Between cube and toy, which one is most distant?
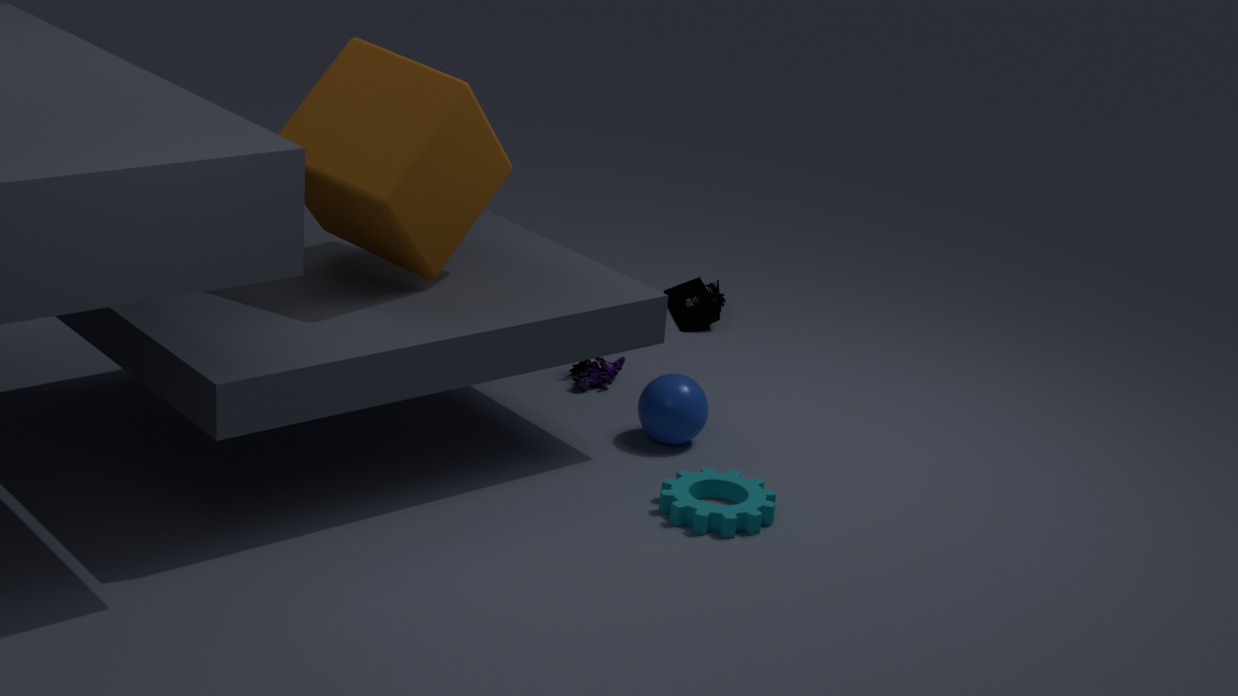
toy
